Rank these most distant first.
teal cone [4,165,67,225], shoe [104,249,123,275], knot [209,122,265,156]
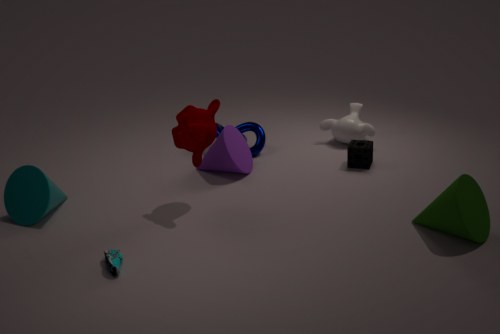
1. knot [209,122,265,156]
2. teal cone [4,165,67,225]
3. shoe [104,249,123,275]
